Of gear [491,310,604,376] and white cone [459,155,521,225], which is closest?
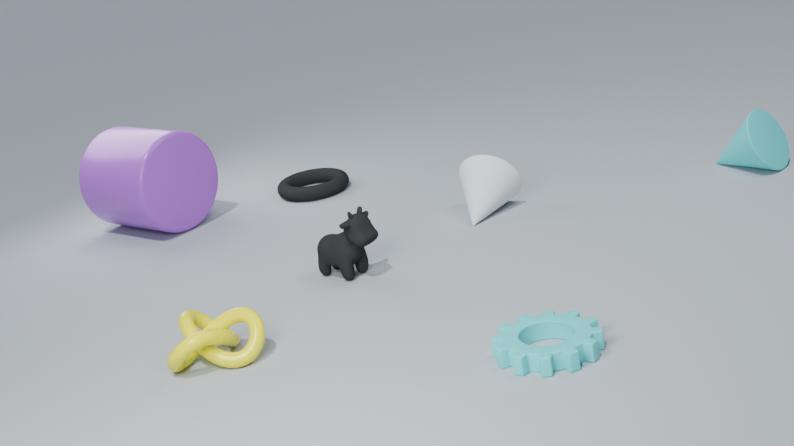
gear [491,310,604,376]
